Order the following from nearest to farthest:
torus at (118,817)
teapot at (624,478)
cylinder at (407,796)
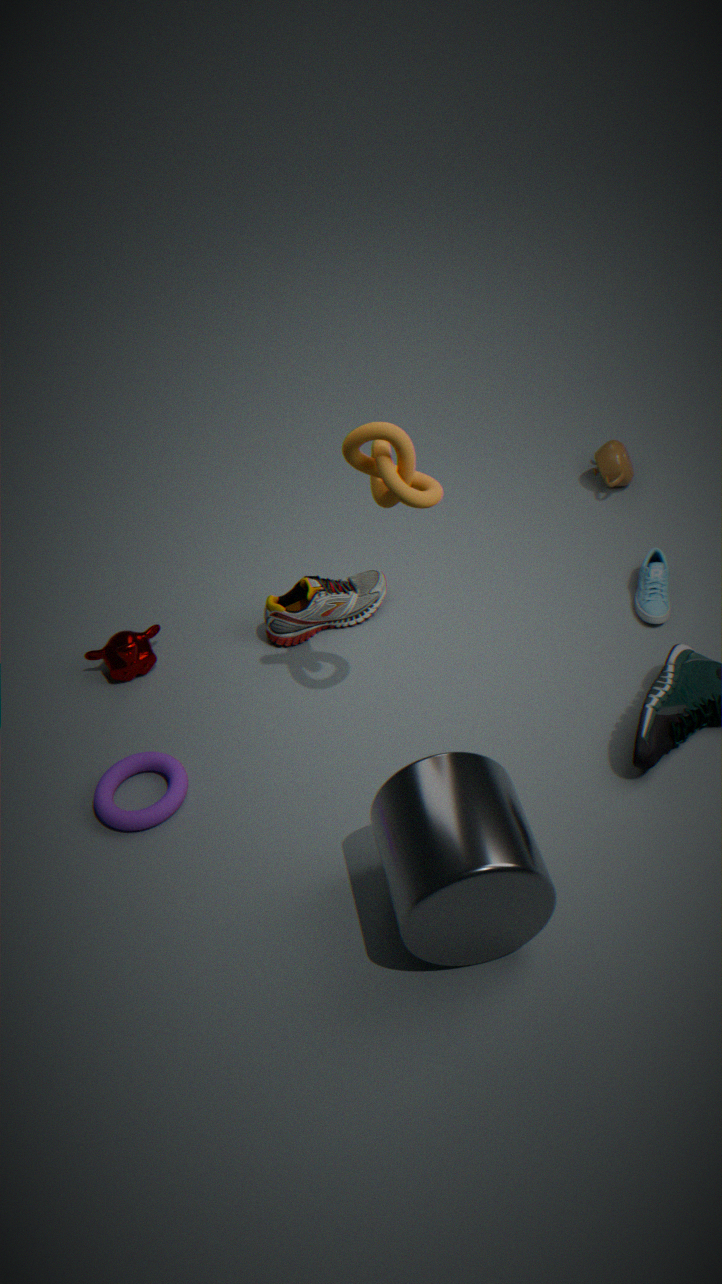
cylinder at (407,796), torus at (118,817), teapot at (624,478)
